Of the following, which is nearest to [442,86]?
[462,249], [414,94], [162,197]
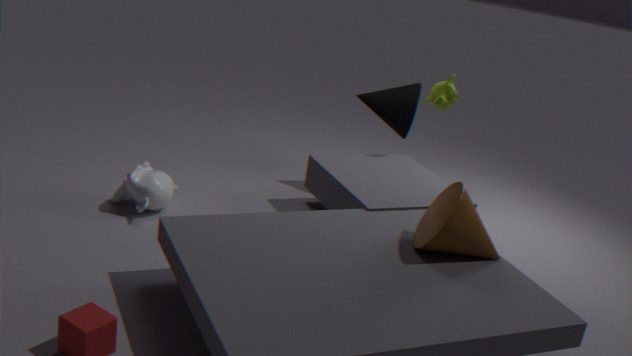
[462,249]
